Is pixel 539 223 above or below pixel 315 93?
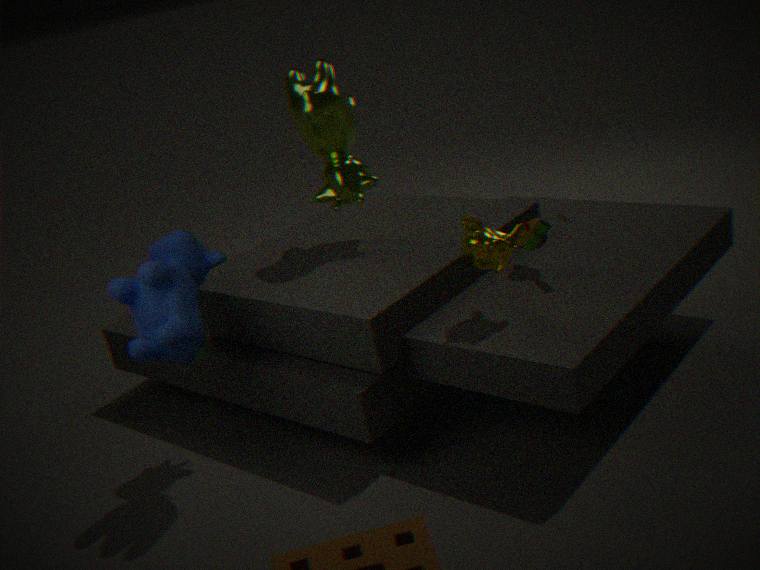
below
